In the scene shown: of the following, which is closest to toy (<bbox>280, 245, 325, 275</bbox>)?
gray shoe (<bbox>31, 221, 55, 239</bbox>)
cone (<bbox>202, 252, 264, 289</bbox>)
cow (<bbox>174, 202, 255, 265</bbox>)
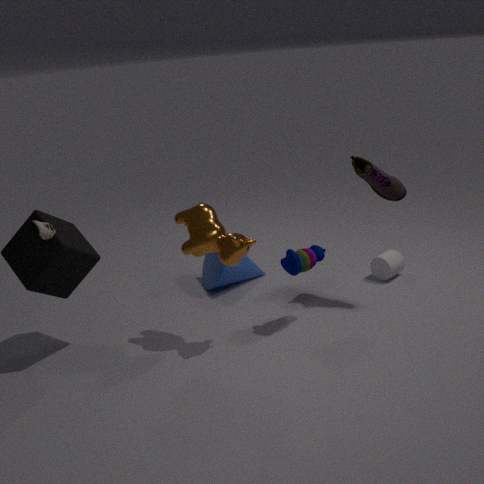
cow (<bbox>174, 202, 255, 265</bbox>)
